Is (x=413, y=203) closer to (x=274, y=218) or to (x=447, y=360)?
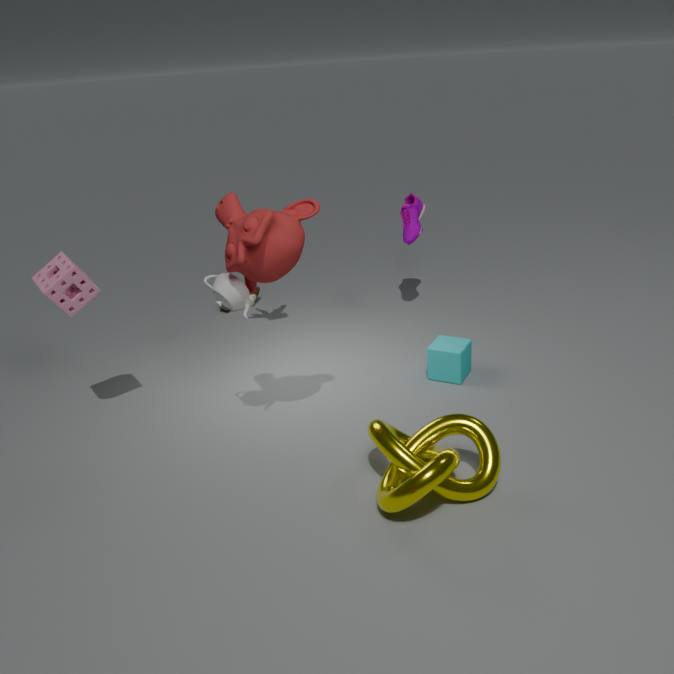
(x=447, y=360)
